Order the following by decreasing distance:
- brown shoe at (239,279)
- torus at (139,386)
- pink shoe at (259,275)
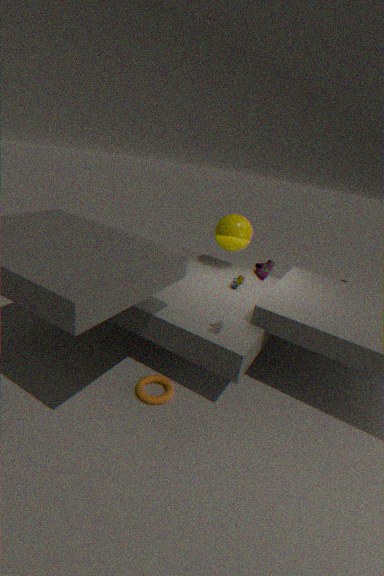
brown shoe at (239,279) → torus at (139,386) → pink shoe at (259,275)
